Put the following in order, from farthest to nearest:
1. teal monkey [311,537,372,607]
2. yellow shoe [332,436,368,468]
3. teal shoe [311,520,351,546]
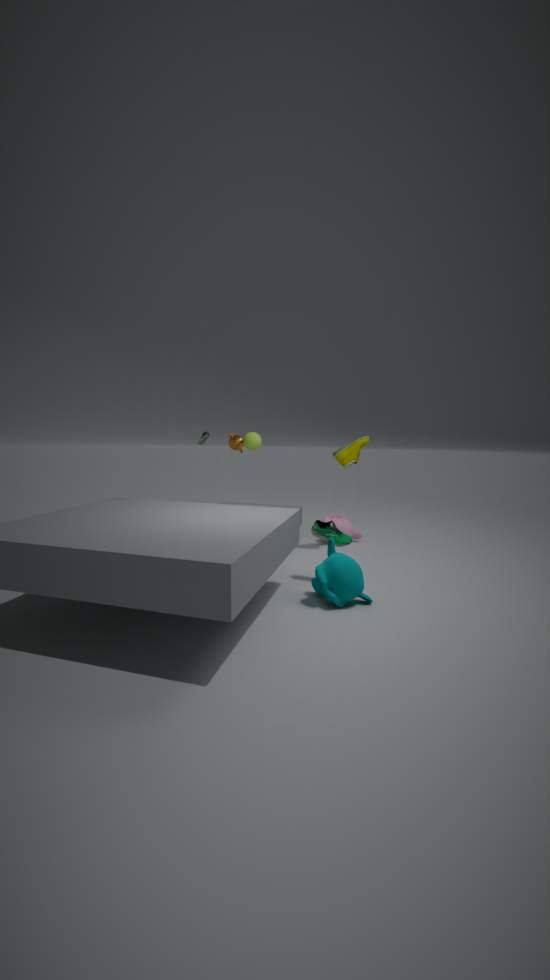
yellow shoe [332,436,368,468] < teal shoe [311,520,351,546] < teal monkey [311,537,372,607]
